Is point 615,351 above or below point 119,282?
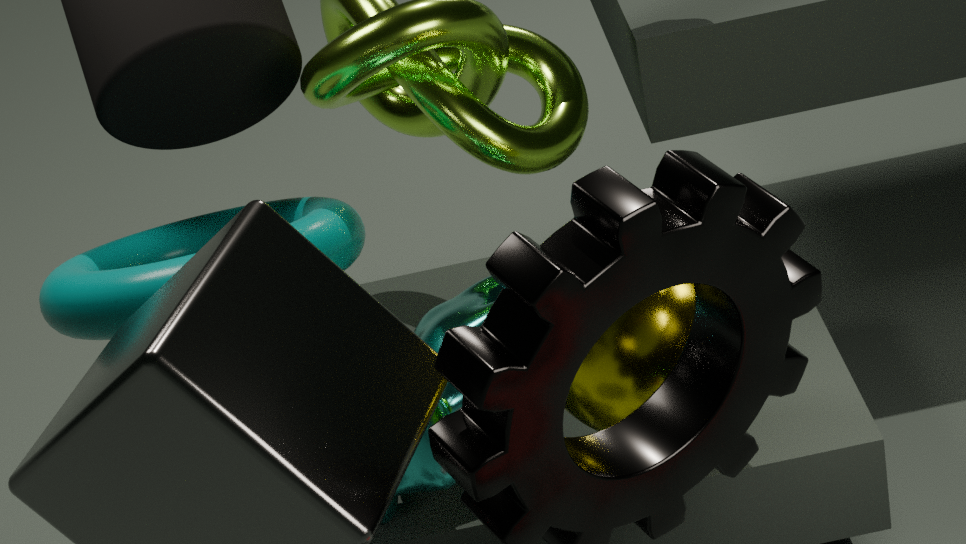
below
